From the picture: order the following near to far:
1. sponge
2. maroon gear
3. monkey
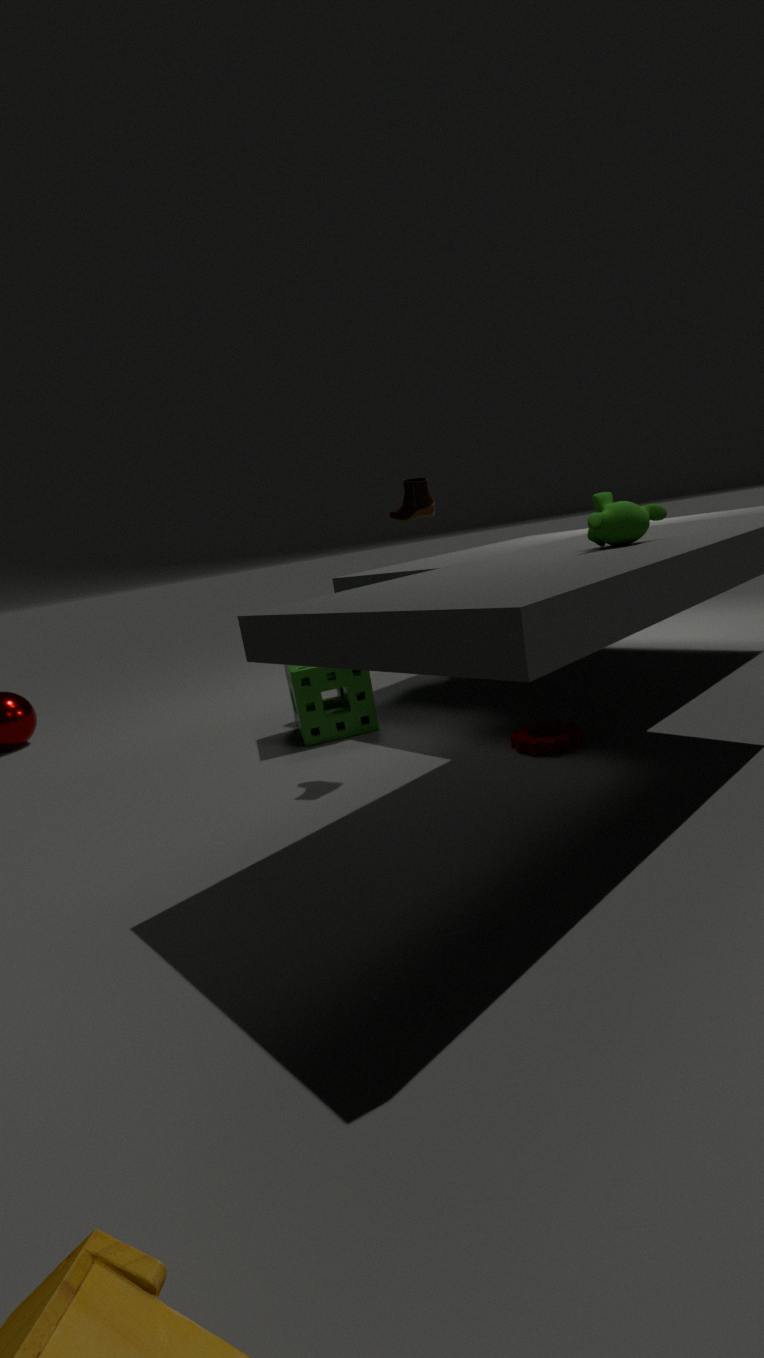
monkey → maroon gear → sponge
